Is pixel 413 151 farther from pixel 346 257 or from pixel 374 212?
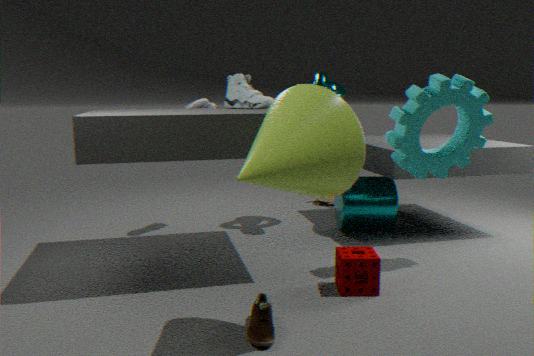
pixel 374 212
